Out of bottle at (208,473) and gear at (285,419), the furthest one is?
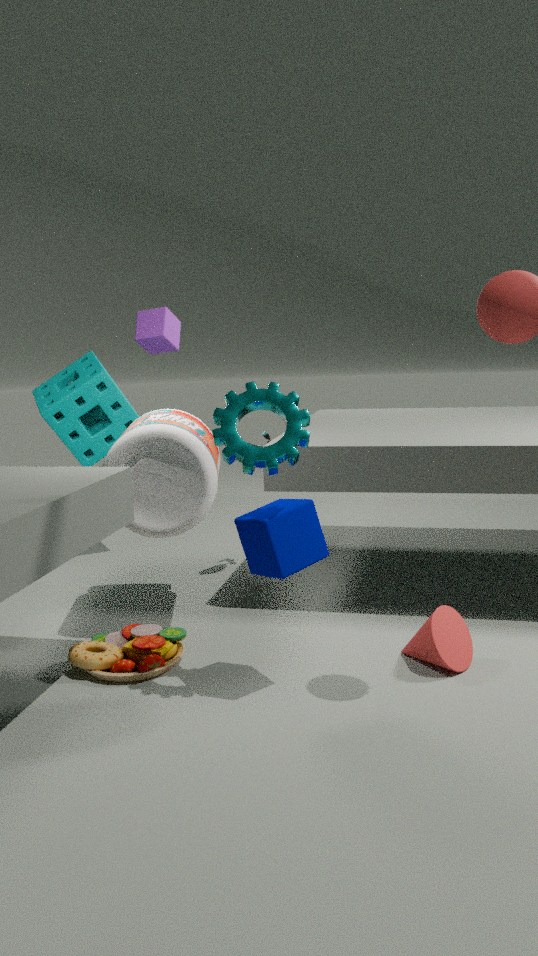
bottle at (208,473)
